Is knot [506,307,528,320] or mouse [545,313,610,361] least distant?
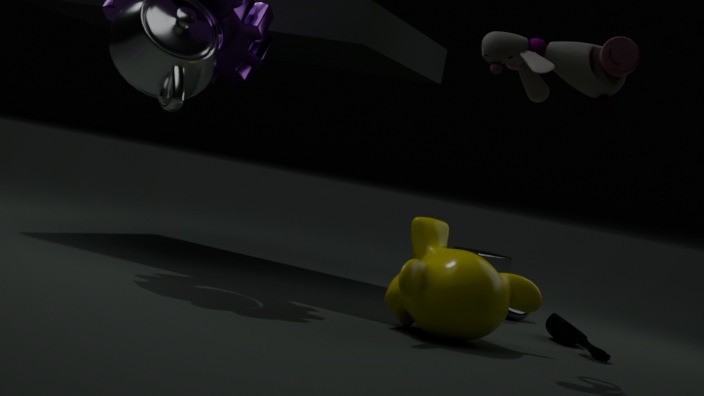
mouse [545,313,610,361]
